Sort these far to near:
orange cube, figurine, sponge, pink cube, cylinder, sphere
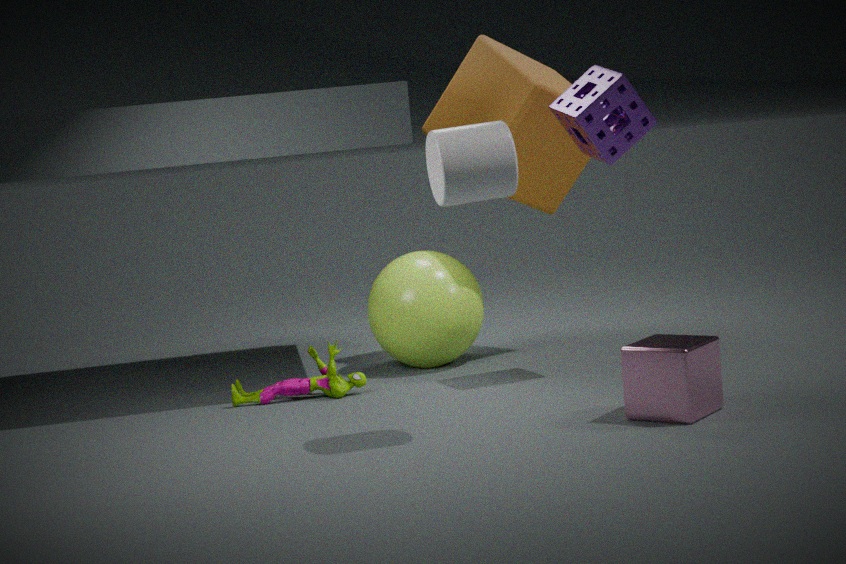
sphere → orange cube → figurine → sponge → pink cube → cylinder
